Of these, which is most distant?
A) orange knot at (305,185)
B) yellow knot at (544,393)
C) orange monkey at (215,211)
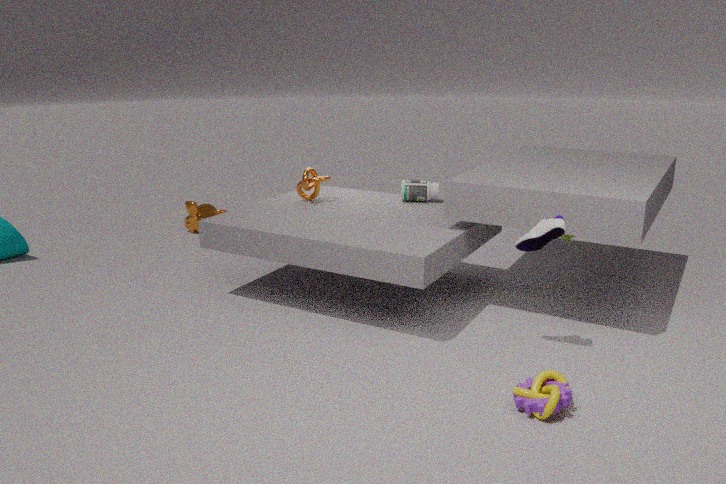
→ C. orange monkey at (215,211)
